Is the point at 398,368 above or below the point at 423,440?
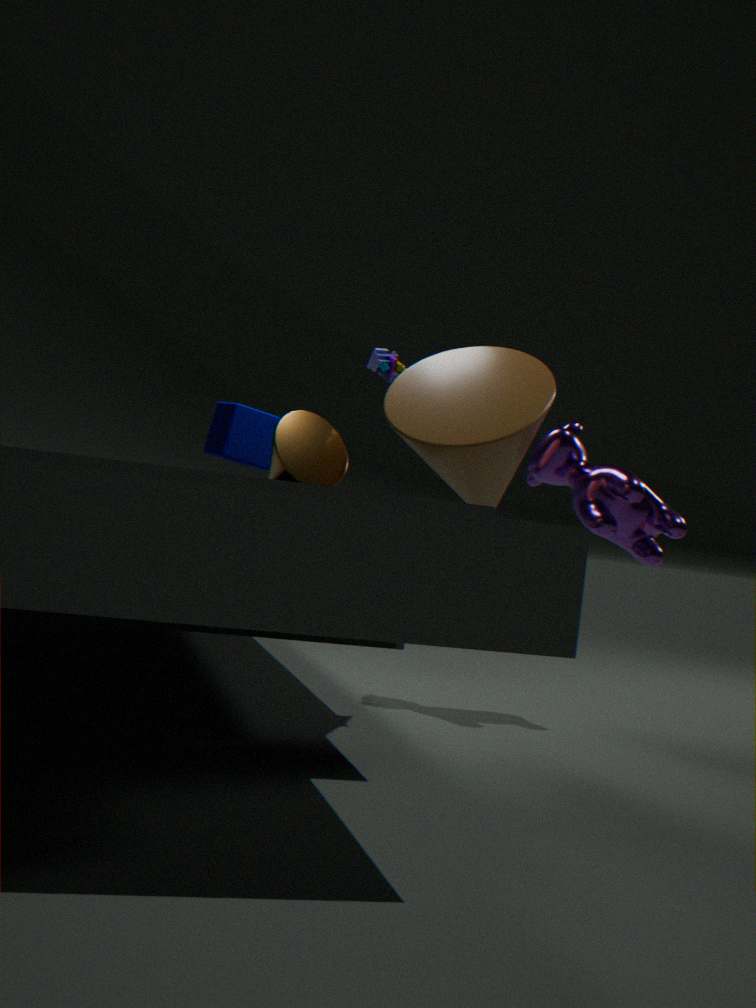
above
